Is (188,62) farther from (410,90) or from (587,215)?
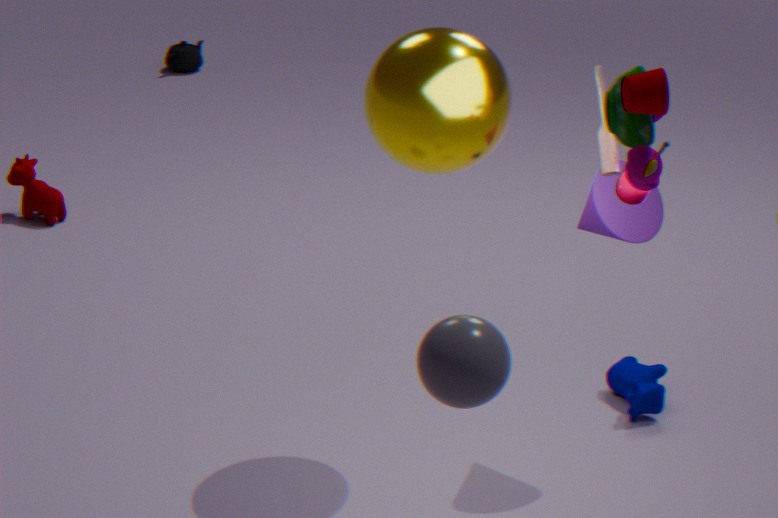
(587,215)
